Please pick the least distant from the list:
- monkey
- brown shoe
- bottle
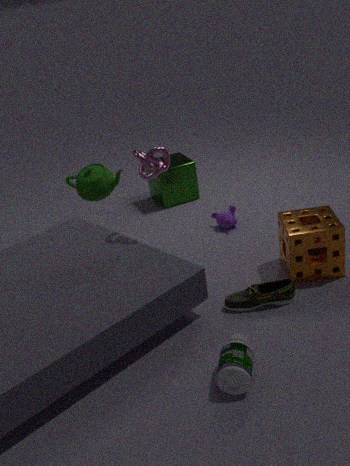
bottle
